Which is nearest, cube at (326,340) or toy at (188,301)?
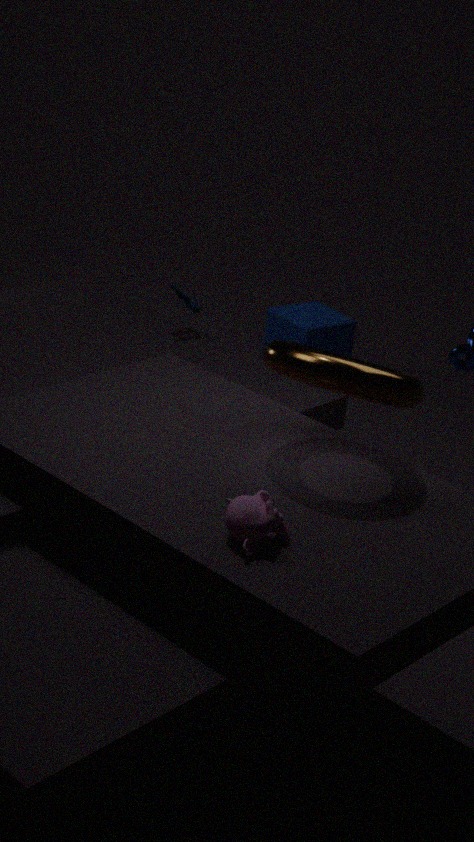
toy at (188,301)
